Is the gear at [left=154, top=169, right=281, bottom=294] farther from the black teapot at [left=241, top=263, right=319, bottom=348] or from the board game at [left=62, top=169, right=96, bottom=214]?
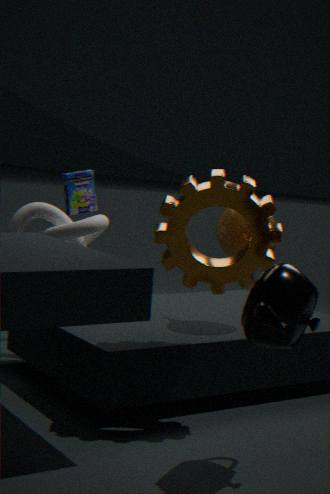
the board game at [left=62, top=169, right=96, bottom=214]
